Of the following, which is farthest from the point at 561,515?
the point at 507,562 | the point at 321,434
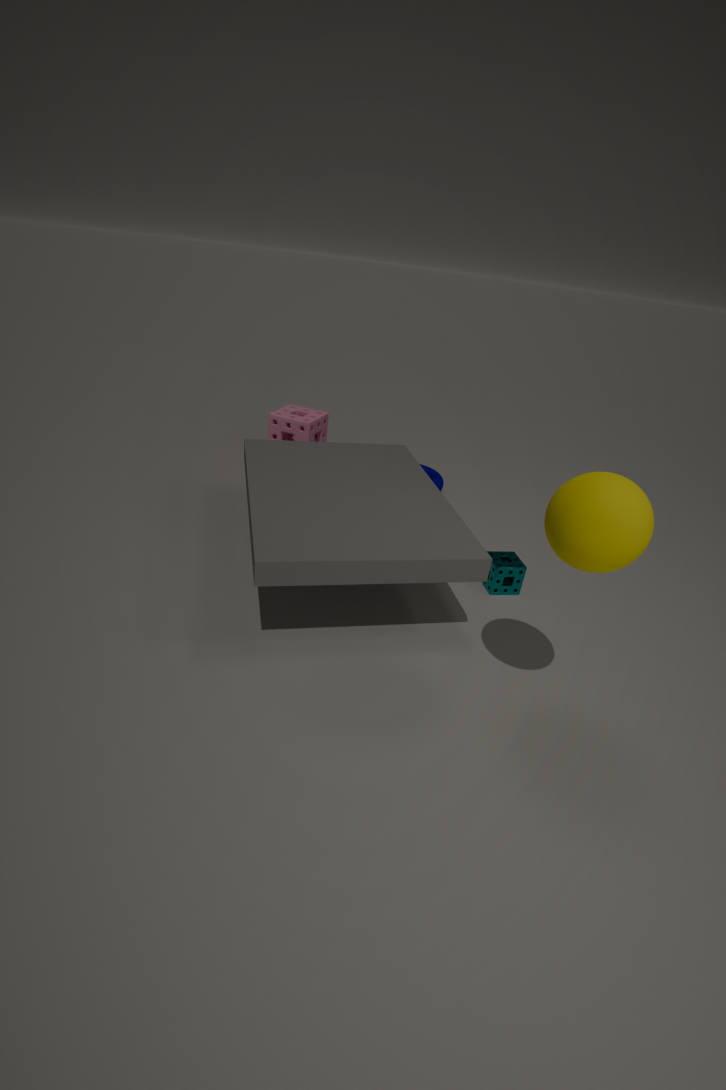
the point at 321,434
